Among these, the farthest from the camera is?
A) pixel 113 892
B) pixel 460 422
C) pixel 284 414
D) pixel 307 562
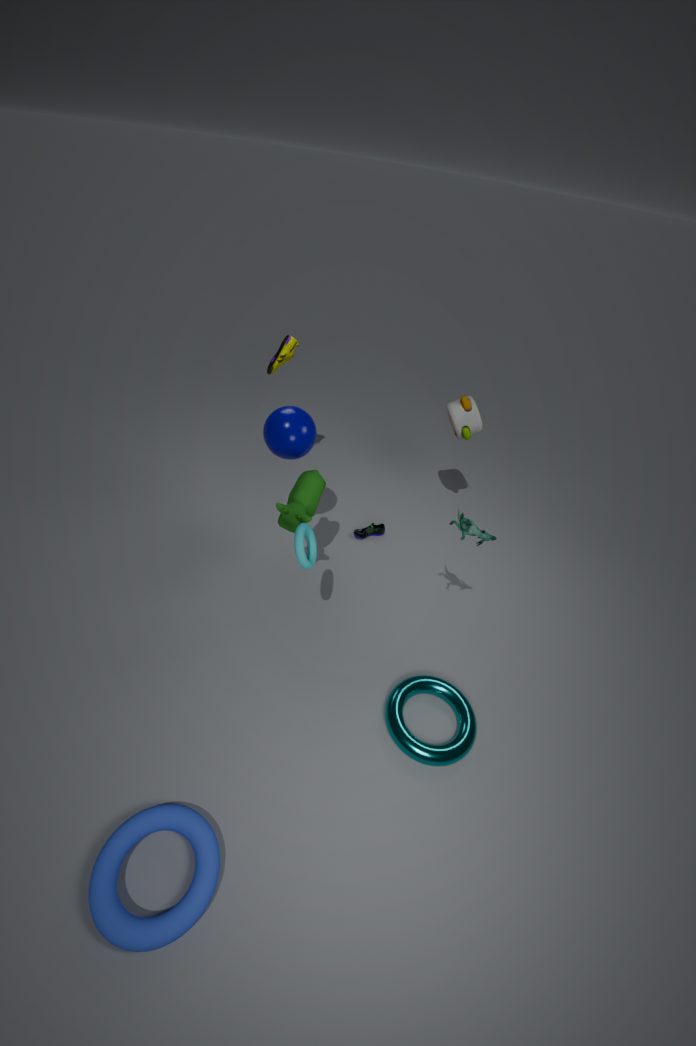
pixel 460 422
